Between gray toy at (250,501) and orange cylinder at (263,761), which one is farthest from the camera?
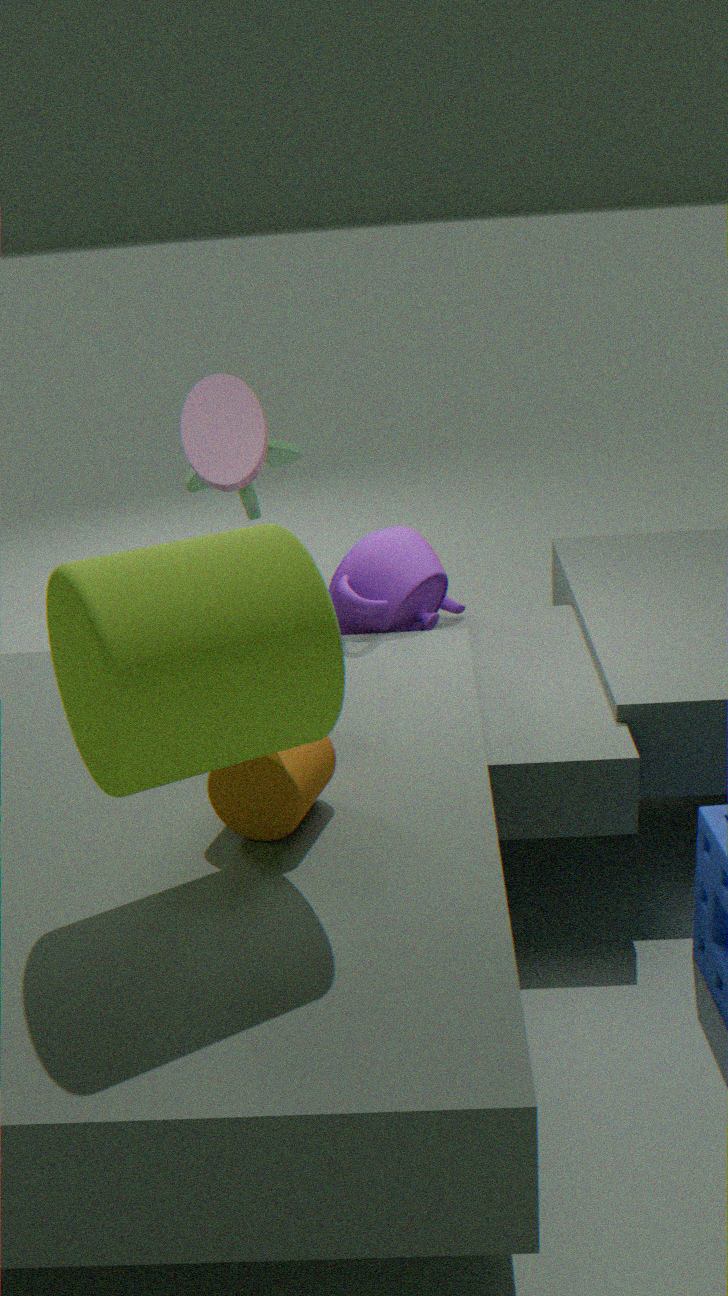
gray toy at (250,501)
